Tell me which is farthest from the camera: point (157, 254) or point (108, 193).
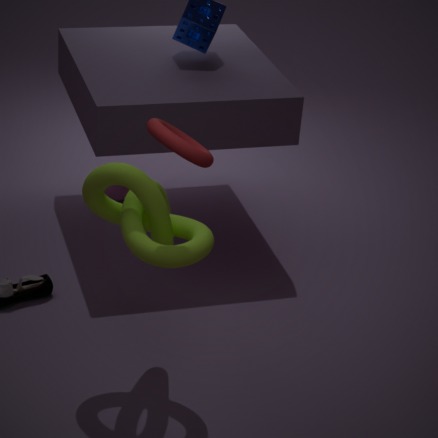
point (108, 193)
